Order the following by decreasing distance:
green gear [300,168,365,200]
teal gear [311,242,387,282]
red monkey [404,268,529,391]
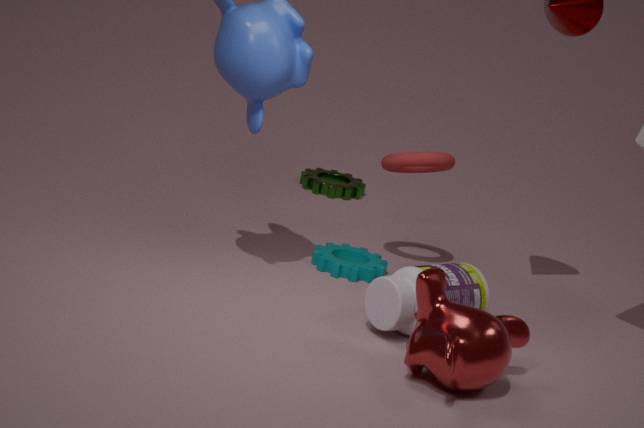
green gear [300,168,365,200] → teal gear [311,242,387,282] → red monkey [404,268,529,391]
